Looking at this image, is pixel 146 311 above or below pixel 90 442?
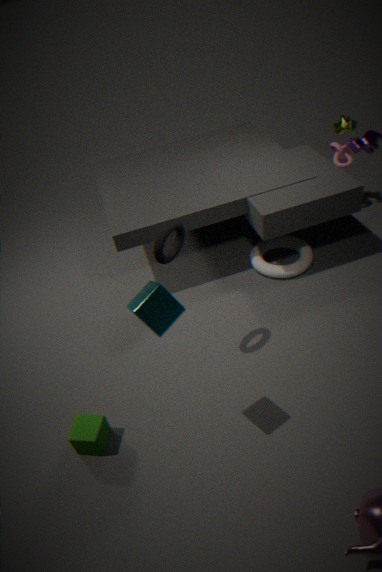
above
